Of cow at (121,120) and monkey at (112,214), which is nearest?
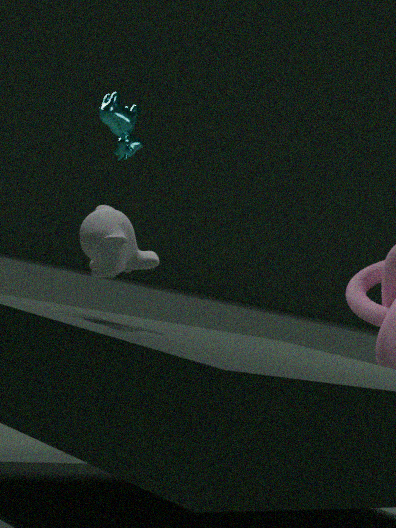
monkey at (112,214)
